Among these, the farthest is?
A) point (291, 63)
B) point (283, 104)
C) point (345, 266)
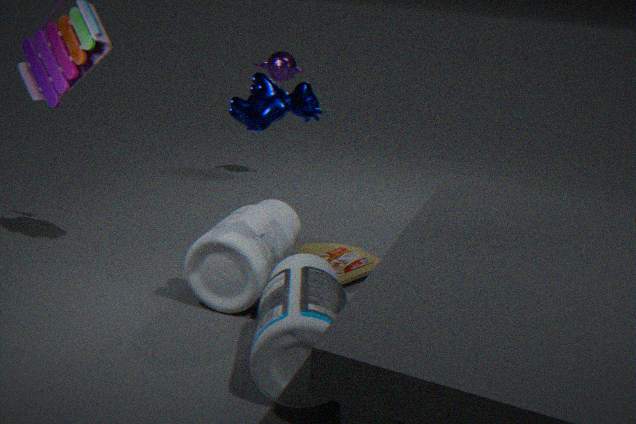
point (291, 63)
